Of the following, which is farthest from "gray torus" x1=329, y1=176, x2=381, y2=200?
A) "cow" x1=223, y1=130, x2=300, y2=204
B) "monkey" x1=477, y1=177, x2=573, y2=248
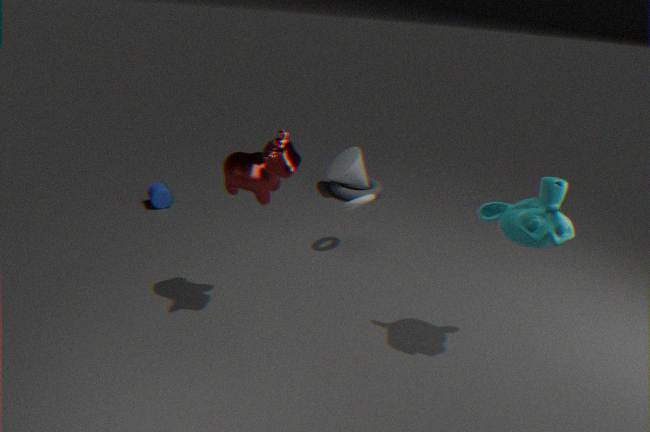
"monkey" x1=477, y1=177, x2=573, y2=248
